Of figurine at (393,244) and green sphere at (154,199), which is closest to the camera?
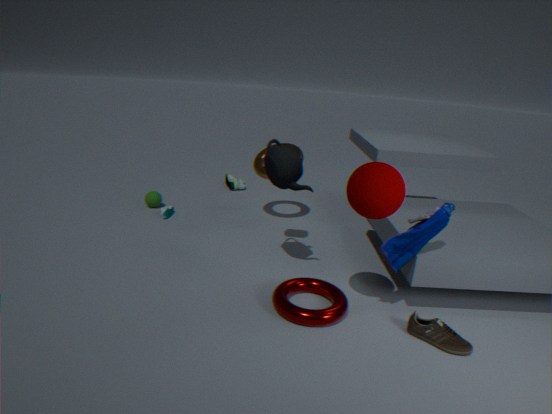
figurine at (393,244)
